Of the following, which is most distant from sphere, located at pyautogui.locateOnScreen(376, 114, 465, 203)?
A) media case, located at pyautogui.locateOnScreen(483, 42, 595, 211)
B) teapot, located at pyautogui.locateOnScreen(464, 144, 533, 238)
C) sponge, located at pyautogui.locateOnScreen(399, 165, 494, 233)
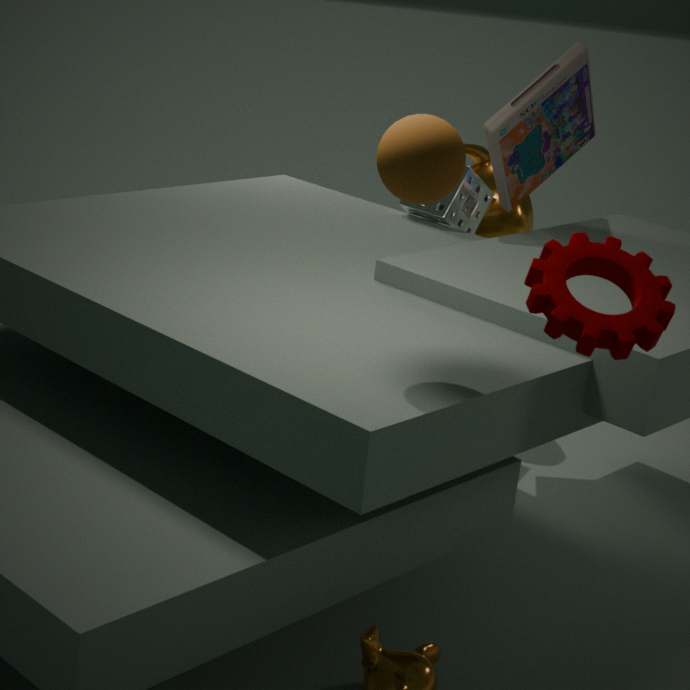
teapot, located at pyautogui.locateOnScreen(464, 144, 533, 238)
